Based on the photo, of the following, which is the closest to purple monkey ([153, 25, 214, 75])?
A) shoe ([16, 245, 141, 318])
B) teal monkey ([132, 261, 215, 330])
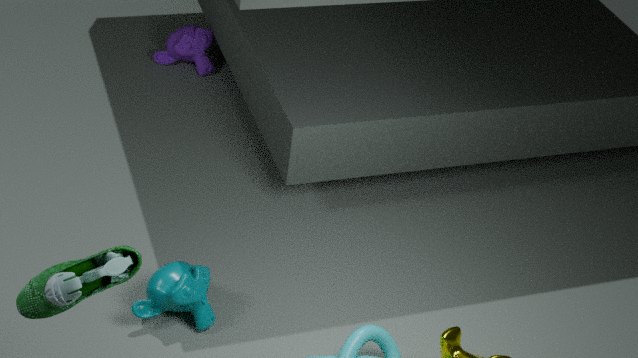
teal monkey ([132, 261, 215, 330])
